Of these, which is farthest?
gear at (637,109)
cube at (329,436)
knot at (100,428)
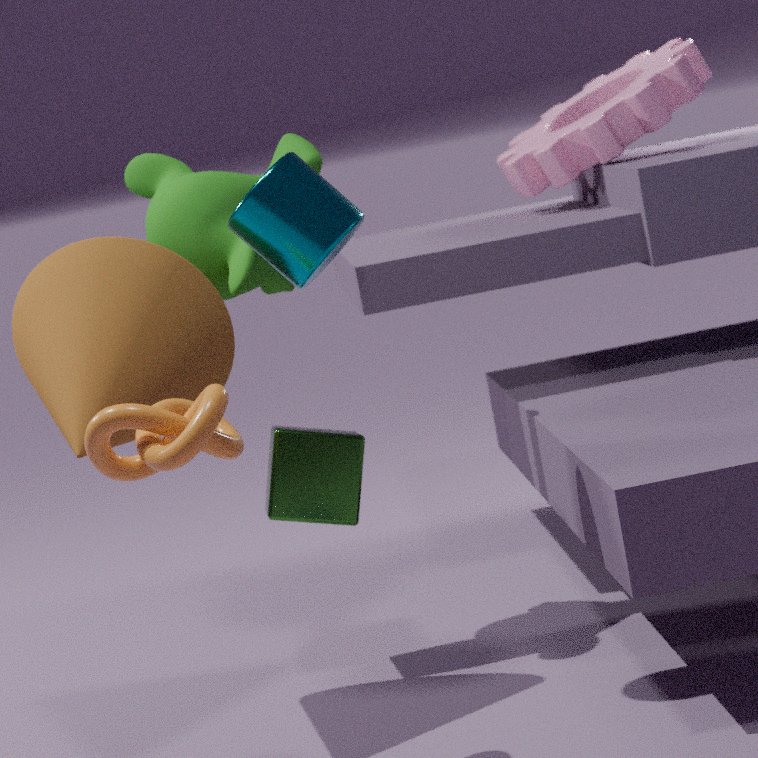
gear at (637,109)
